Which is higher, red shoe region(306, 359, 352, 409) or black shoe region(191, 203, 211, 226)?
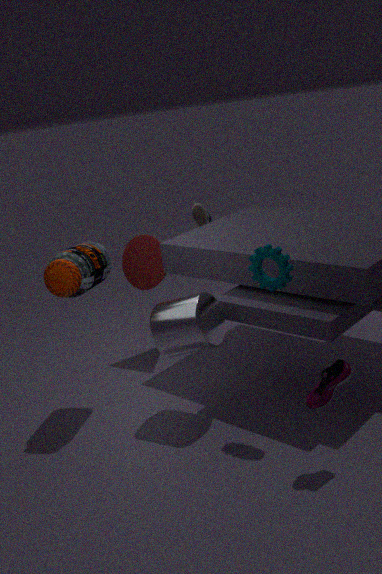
black shoe region(191, 203, 211, 226)
